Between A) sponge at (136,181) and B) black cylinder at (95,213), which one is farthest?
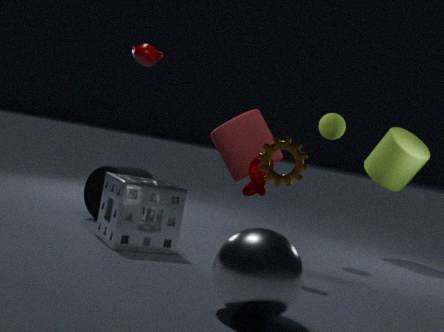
B. black cylinder at (95,213)
